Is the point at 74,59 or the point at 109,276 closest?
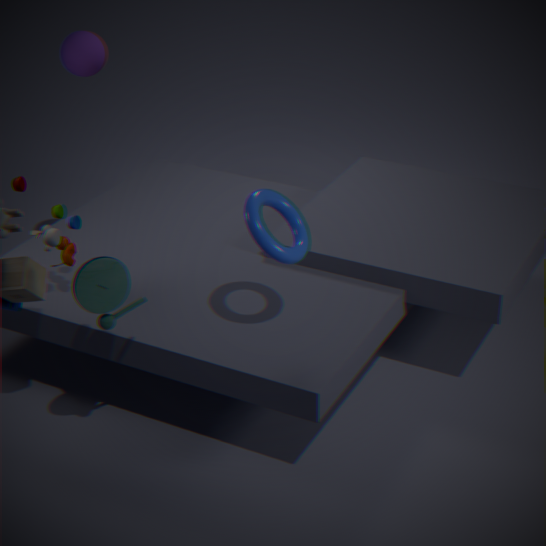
the point at 109,276
